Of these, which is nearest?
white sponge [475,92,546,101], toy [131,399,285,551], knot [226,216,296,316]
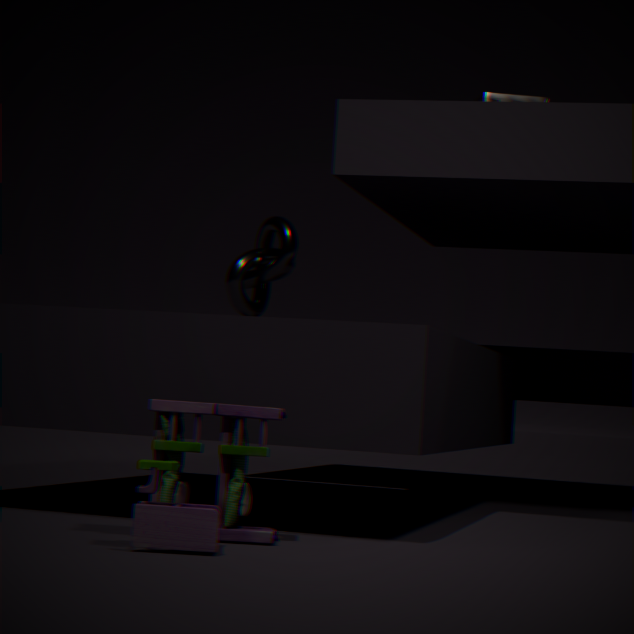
toy [131,399,285,551]
